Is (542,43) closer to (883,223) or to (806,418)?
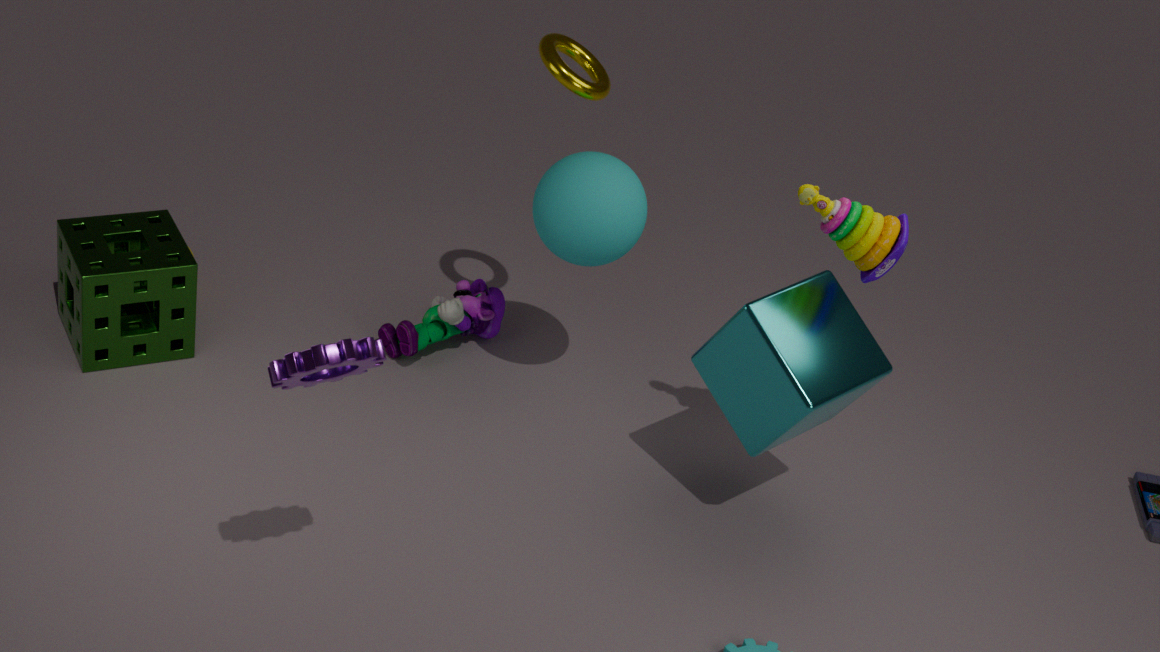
(883,223)
